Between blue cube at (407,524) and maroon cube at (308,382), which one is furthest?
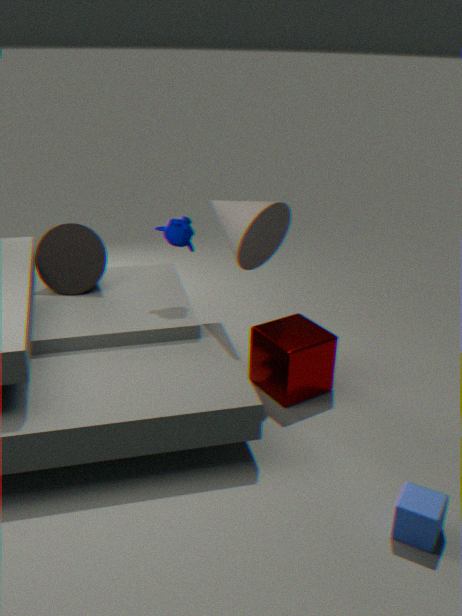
maroon cube at (308,382)
